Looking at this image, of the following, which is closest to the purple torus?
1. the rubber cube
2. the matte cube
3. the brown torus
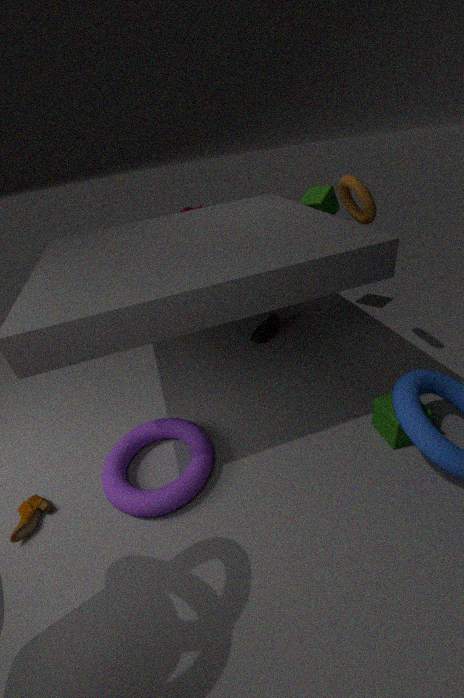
the rubber cube
